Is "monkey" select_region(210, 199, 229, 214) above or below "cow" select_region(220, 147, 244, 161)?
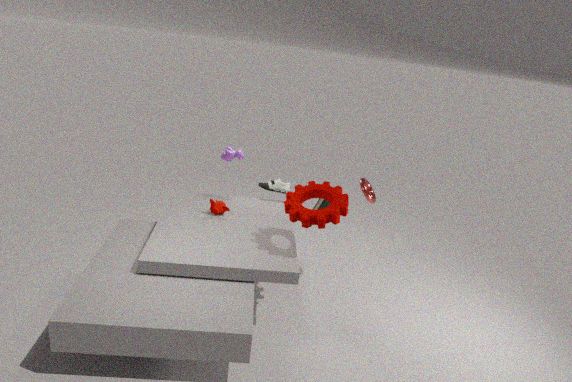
below
